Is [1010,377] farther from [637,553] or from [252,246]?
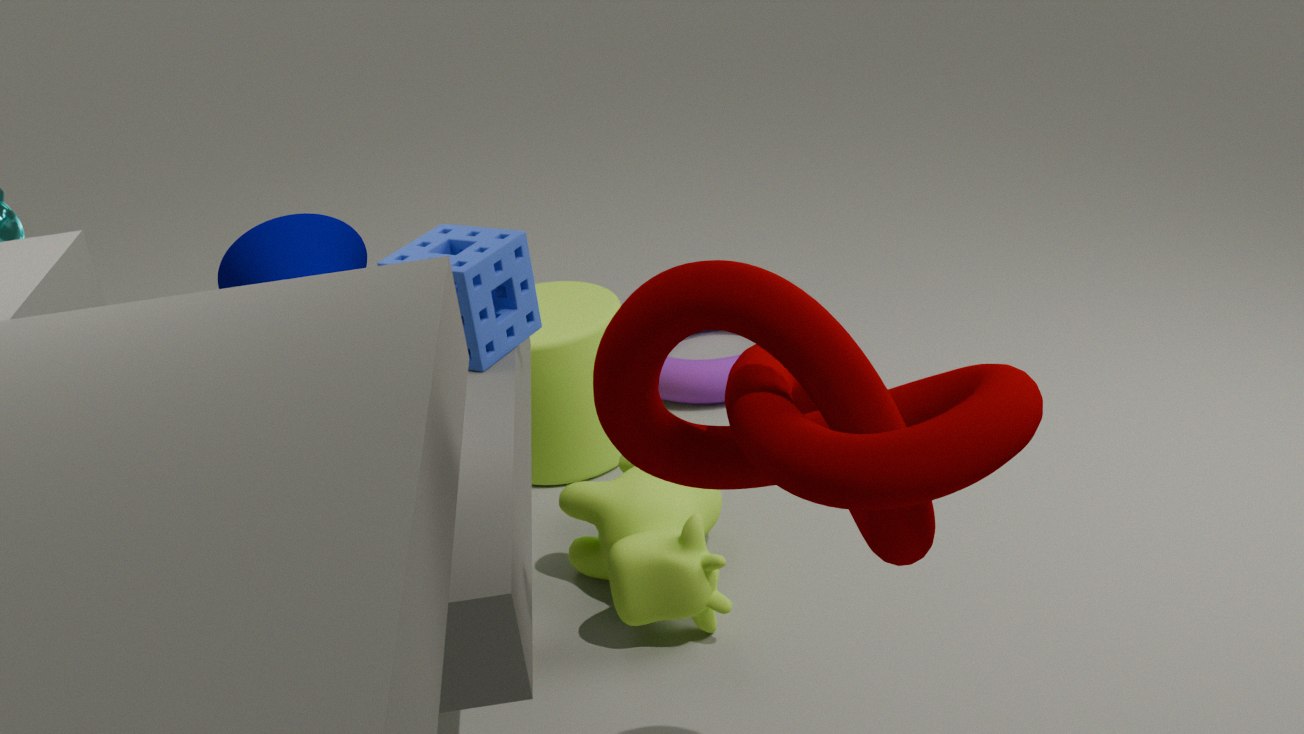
[252,246]
